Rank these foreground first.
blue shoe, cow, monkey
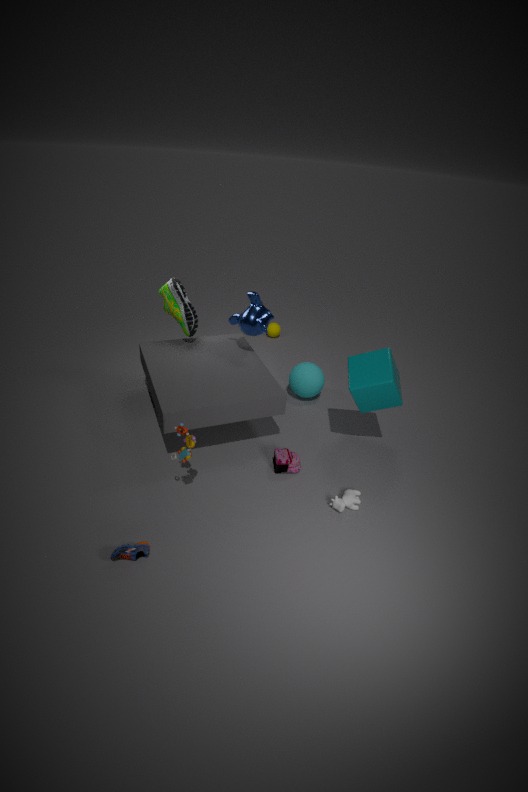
1. blue shoe
2. cow
3. monkey
